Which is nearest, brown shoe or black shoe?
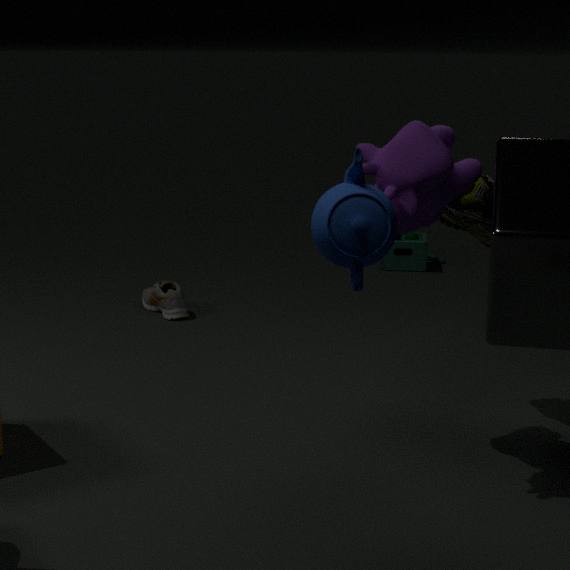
brown shoe
